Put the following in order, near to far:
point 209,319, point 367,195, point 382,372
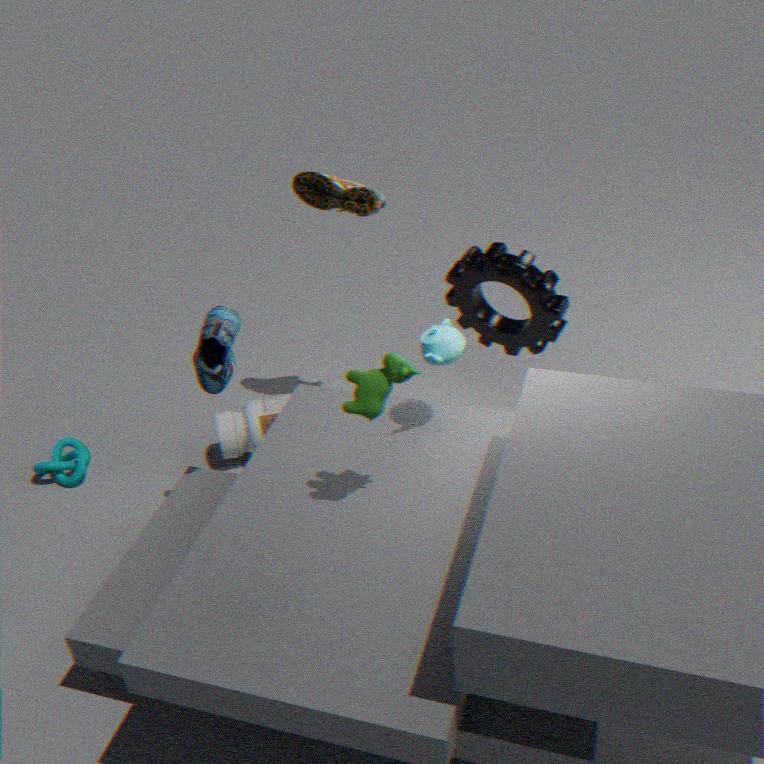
point 382,372
point 209,319
point 367,195
